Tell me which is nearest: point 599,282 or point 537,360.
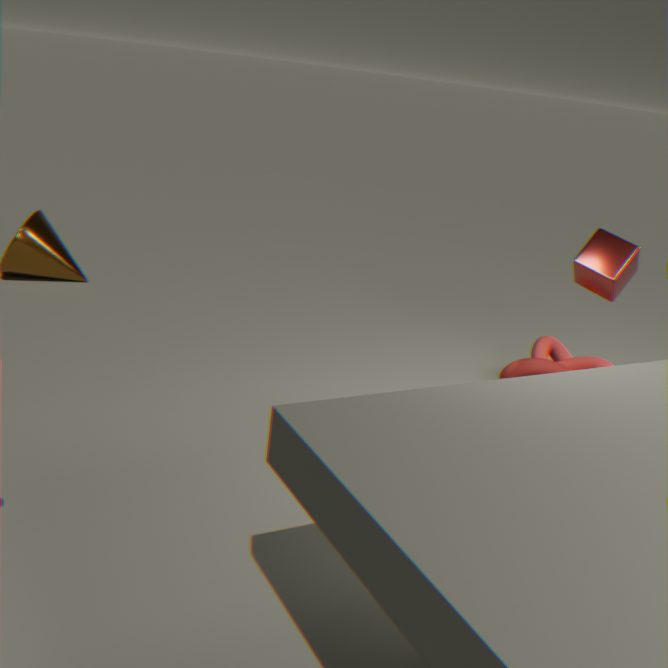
point 599,282
